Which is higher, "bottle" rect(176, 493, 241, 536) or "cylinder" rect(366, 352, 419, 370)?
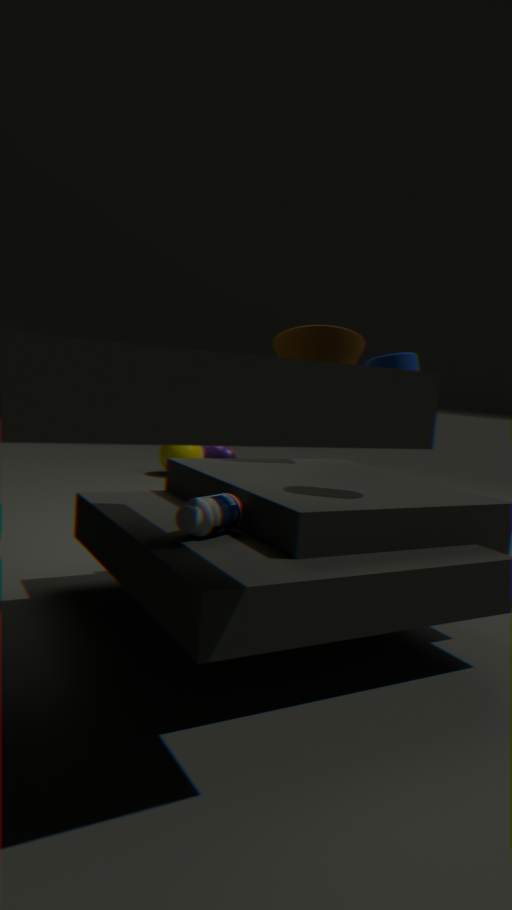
"cylinder" rect(366, 352, 419, 370)
